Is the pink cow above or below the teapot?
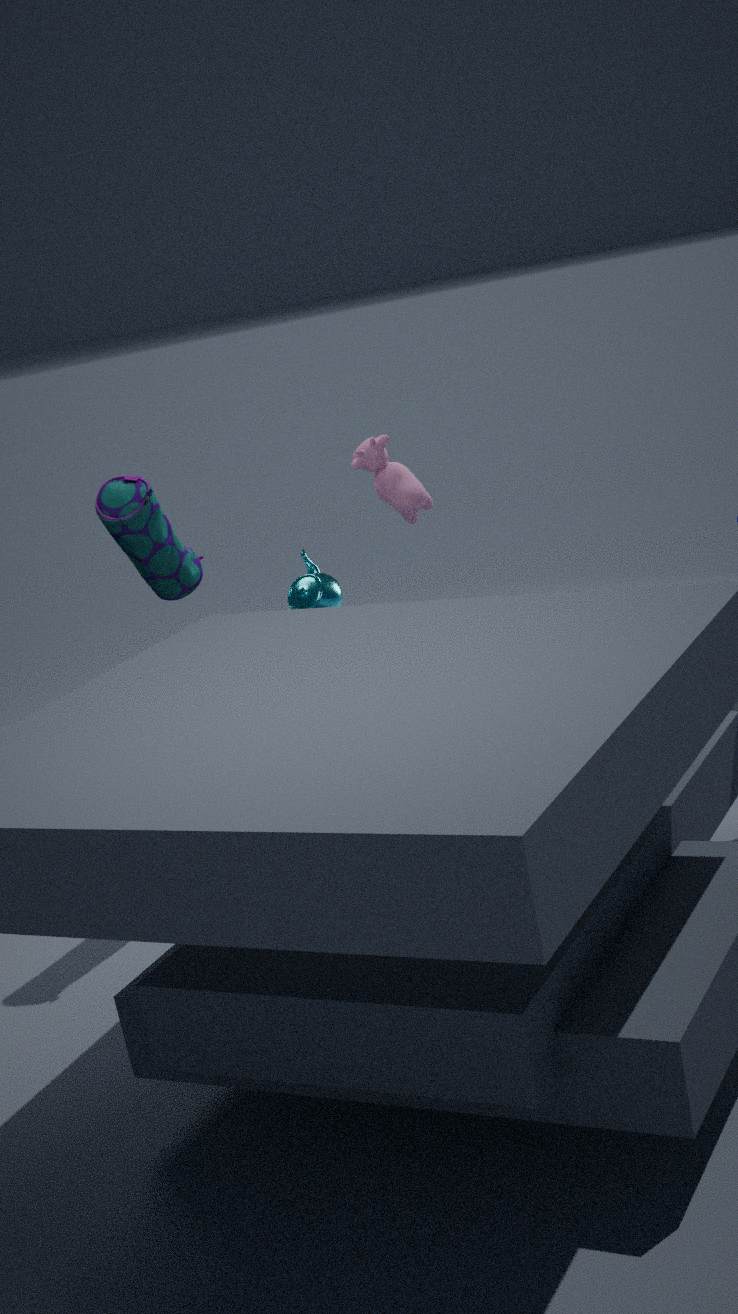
above
